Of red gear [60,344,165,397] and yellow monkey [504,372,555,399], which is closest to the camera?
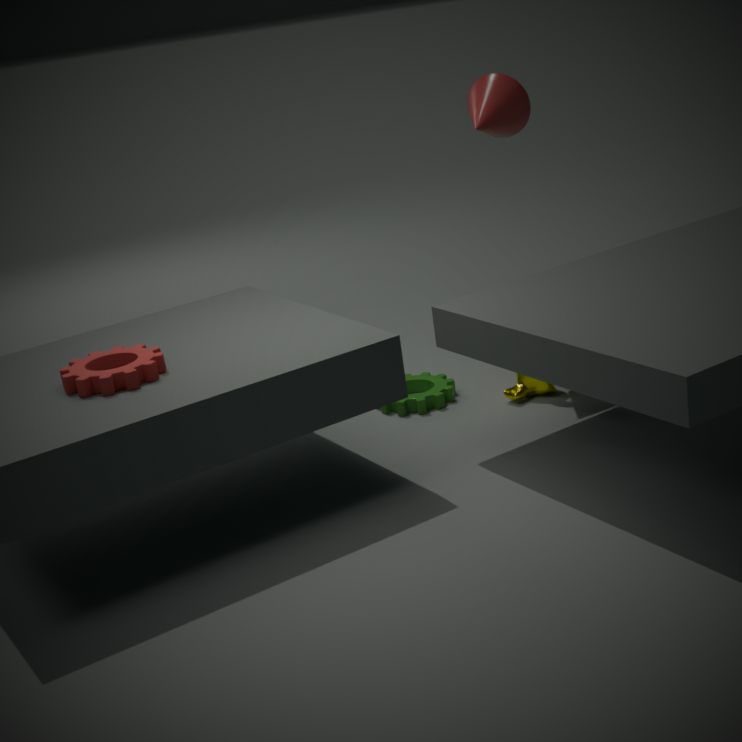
red gear [60,344,165,397]
